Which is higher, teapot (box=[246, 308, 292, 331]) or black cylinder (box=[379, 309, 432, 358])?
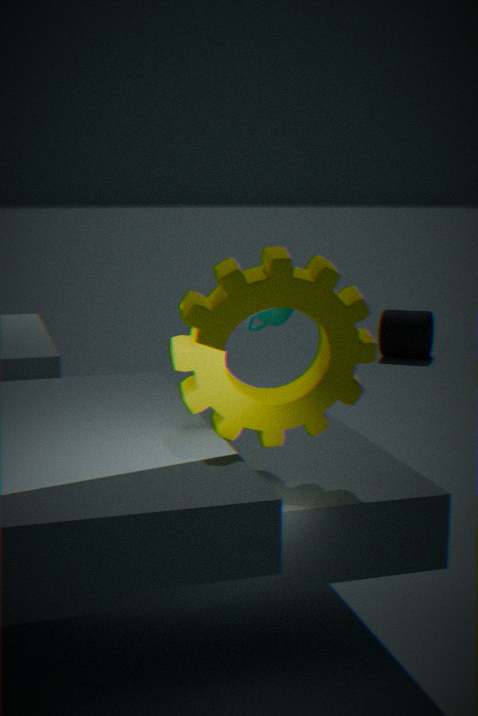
teapot (box=[246, 308, 292, 331])
